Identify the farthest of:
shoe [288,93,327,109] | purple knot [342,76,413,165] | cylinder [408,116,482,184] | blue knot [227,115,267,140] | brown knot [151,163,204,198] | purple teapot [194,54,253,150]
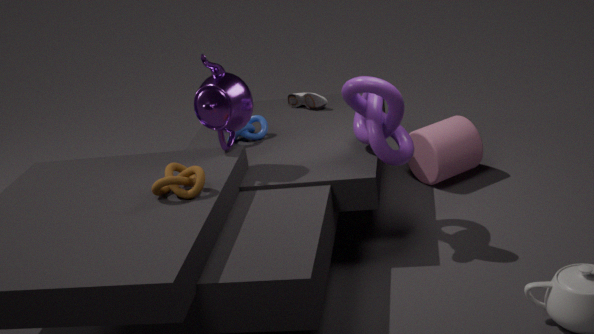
shoe [288,93,327,109]
